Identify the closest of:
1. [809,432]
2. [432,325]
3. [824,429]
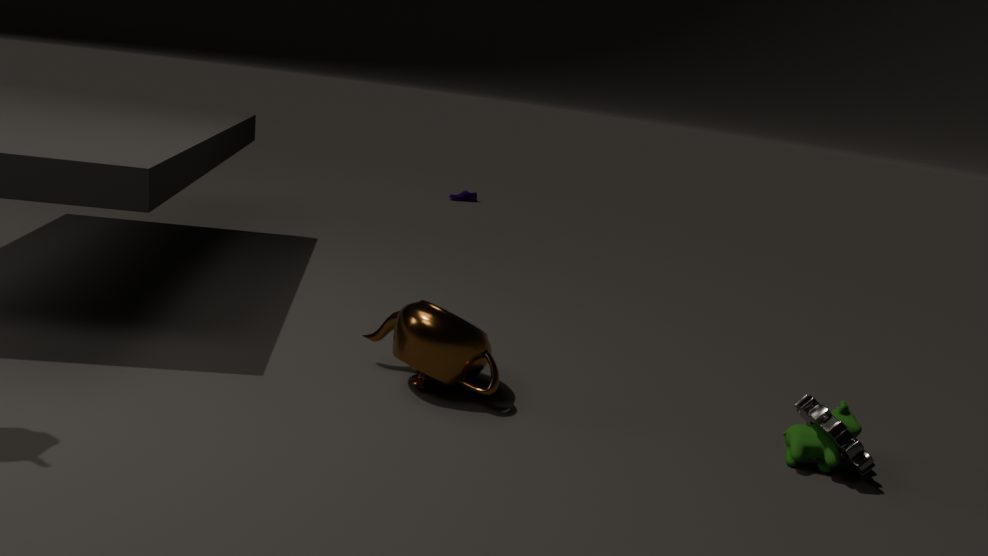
[824,429]
